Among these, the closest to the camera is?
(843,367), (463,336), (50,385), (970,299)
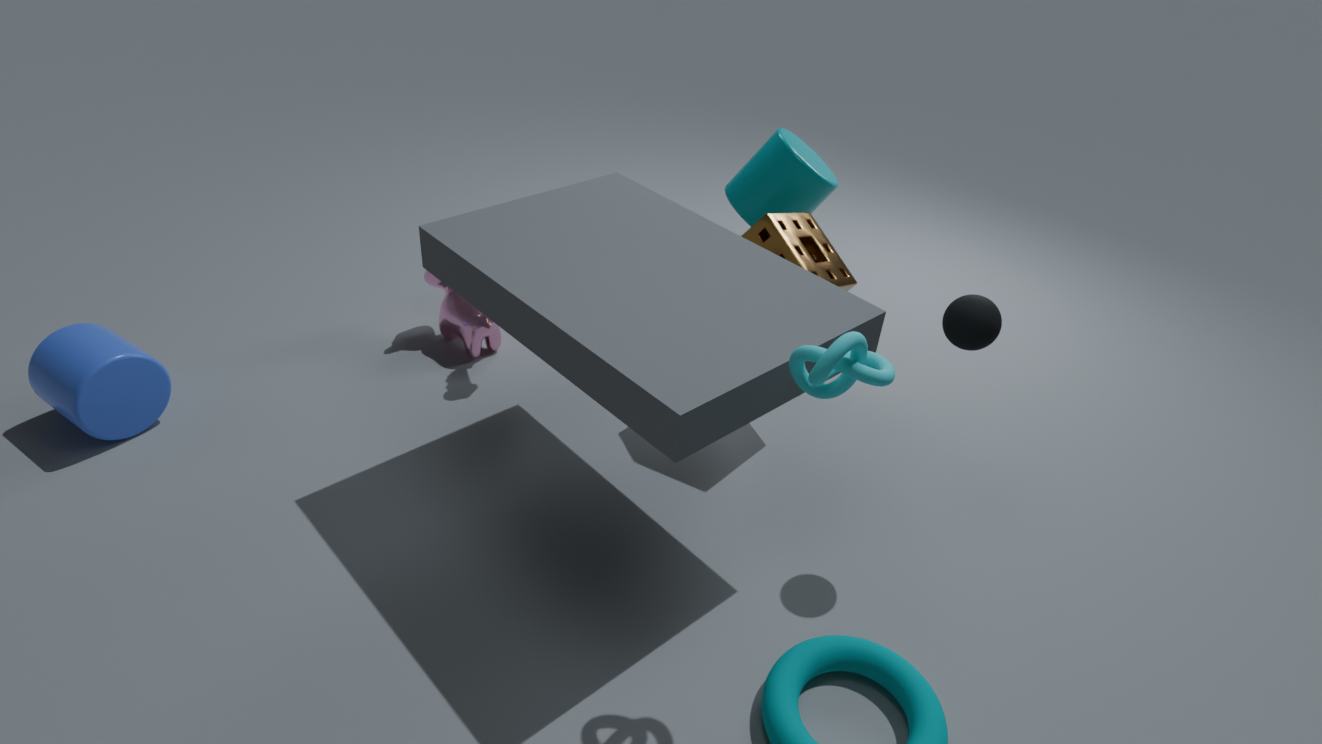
(843,367)
